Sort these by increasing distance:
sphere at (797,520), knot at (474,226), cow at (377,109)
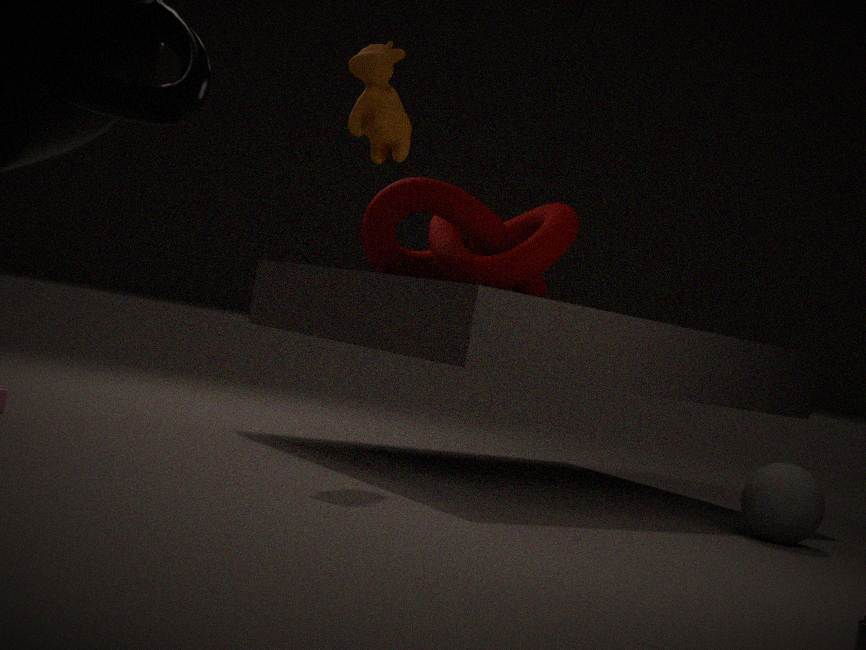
cow at (377,109) < sphere at (797,520) < knot at (474,226)
